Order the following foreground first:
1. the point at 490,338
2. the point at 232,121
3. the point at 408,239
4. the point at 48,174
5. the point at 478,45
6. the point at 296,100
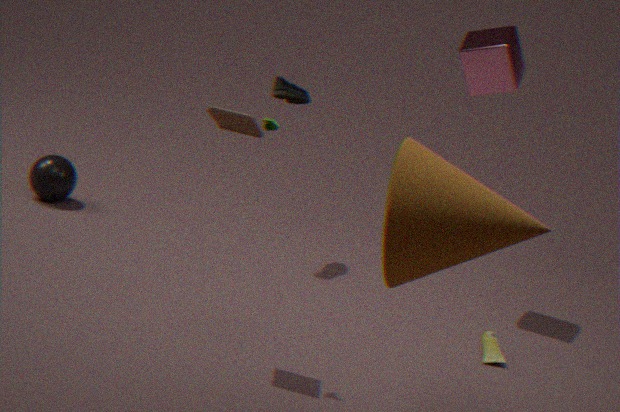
the point at 408,239, the point at 232,121, the point at 490,338, the point at 478,45, the point at 296,100, the point at 48,174
